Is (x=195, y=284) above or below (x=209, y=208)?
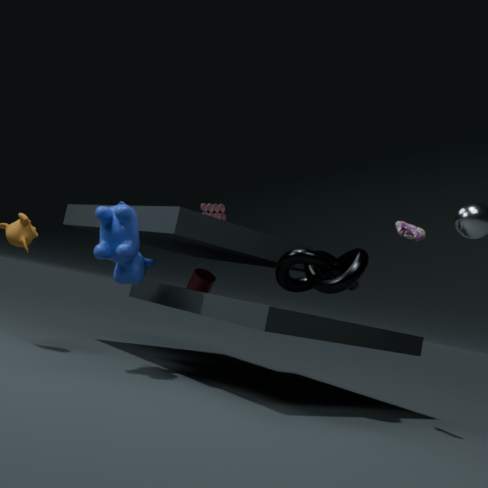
below
